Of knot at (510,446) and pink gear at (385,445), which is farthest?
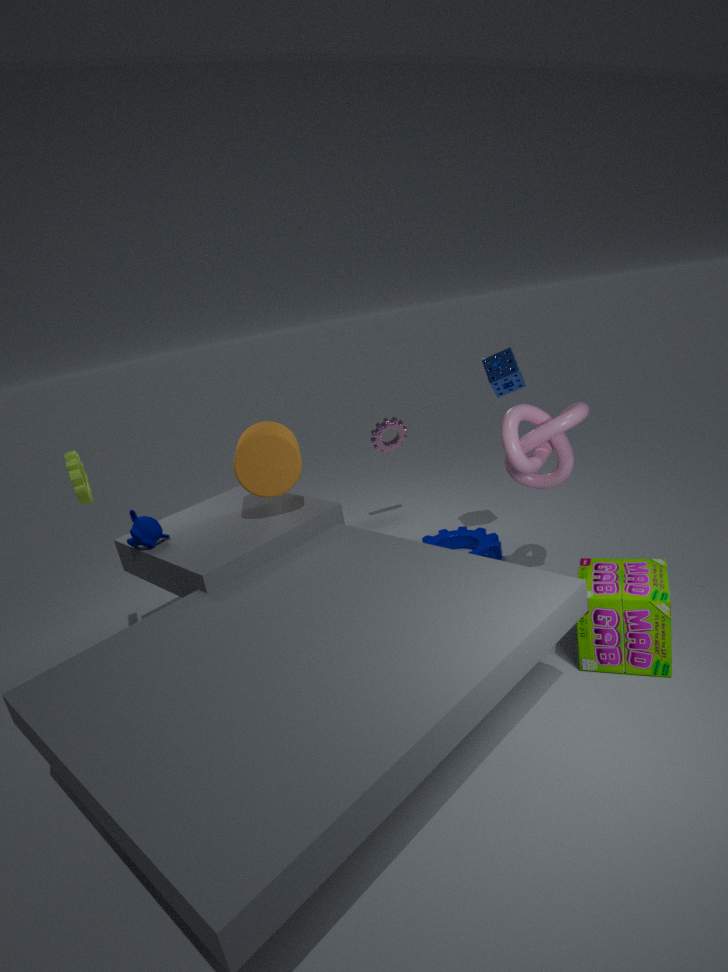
pink gear at (385,445)
